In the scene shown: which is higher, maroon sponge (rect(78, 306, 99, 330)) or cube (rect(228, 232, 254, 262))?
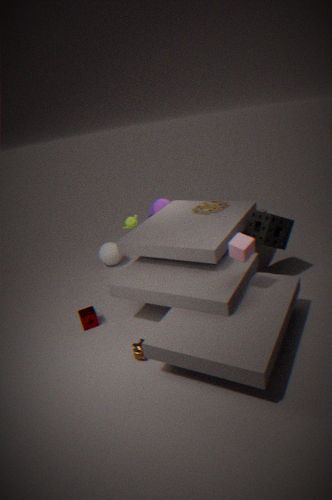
cube (rect(228, 232, 254, 262))
